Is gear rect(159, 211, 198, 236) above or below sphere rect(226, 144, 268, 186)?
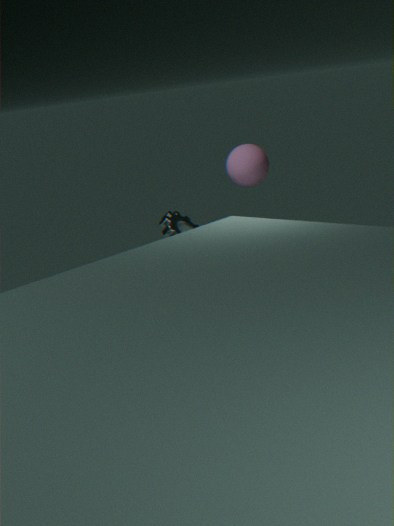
below
